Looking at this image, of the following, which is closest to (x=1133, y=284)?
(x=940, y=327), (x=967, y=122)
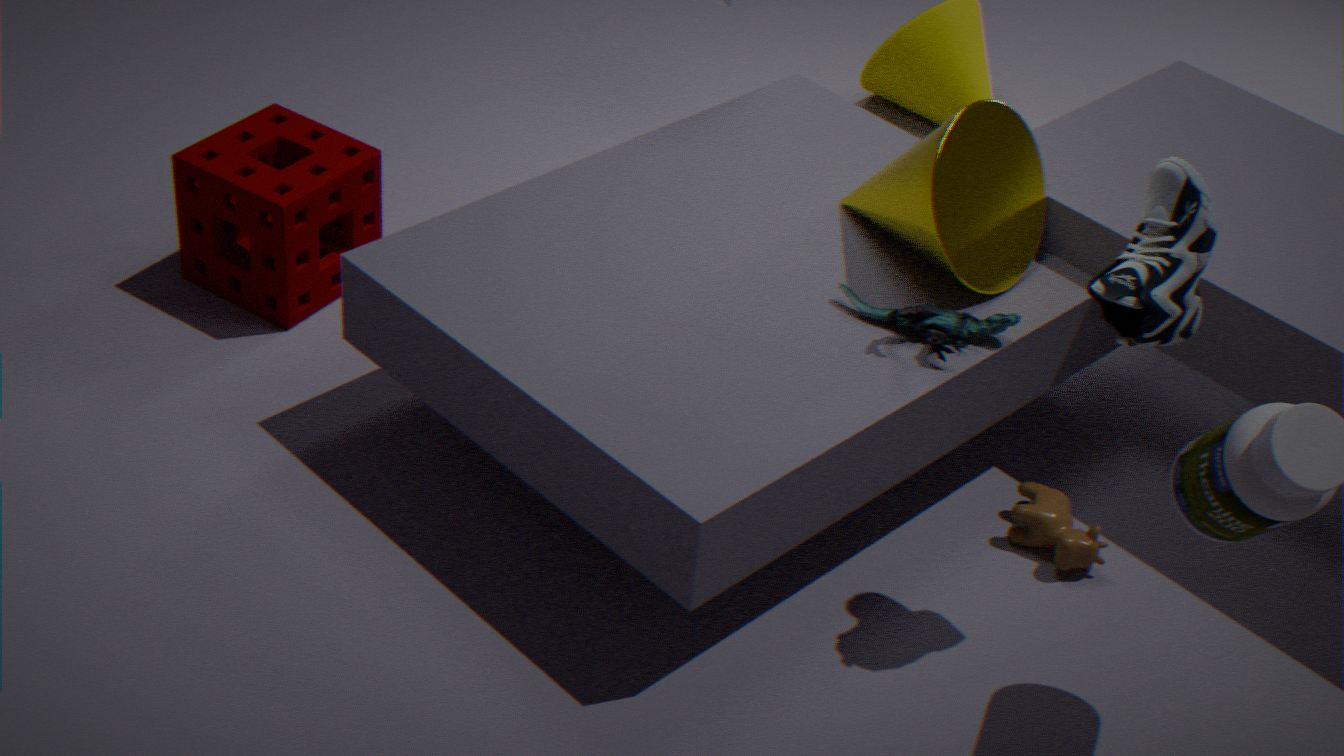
(x=940, y=327)
